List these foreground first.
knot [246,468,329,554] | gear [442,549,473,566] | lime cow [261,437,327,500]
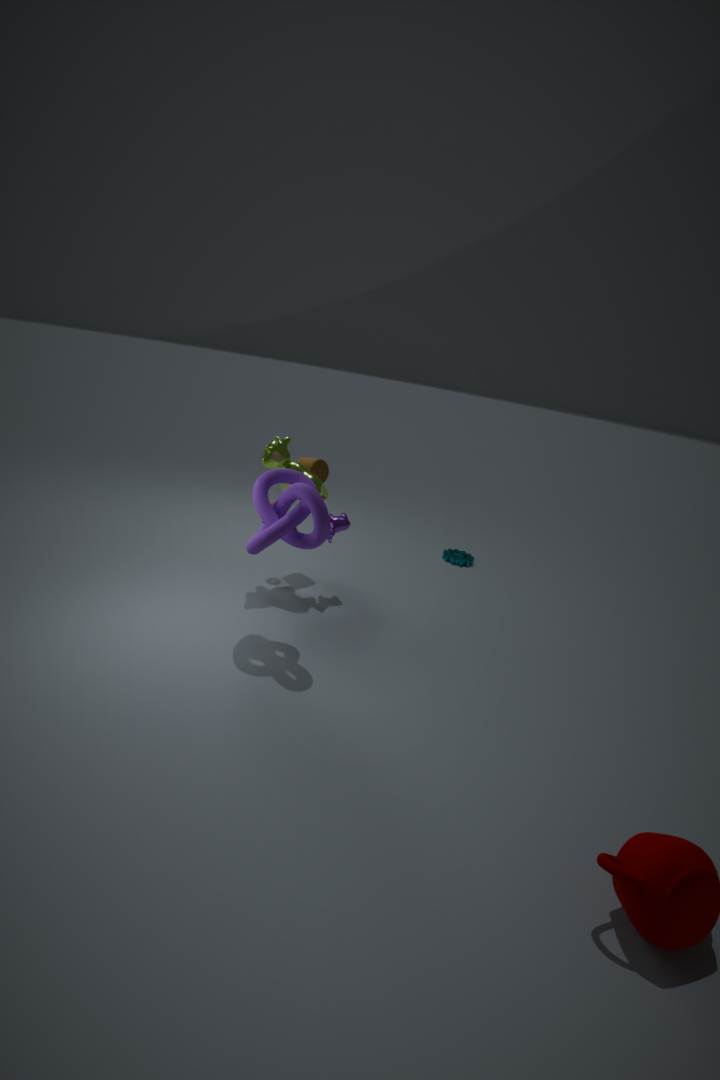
knot [246,468,329,554] < lime cow [261,437,327,500] < gear [442,549,473,566]
